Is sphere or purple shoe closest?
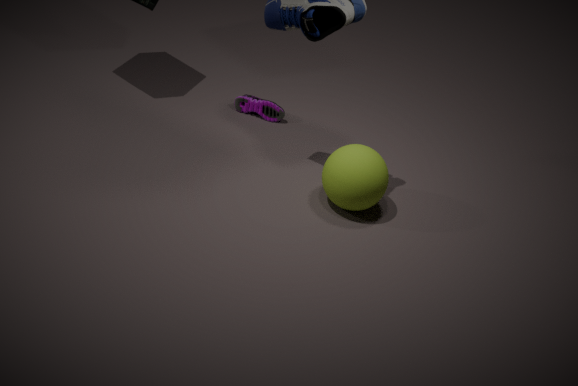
sphere
